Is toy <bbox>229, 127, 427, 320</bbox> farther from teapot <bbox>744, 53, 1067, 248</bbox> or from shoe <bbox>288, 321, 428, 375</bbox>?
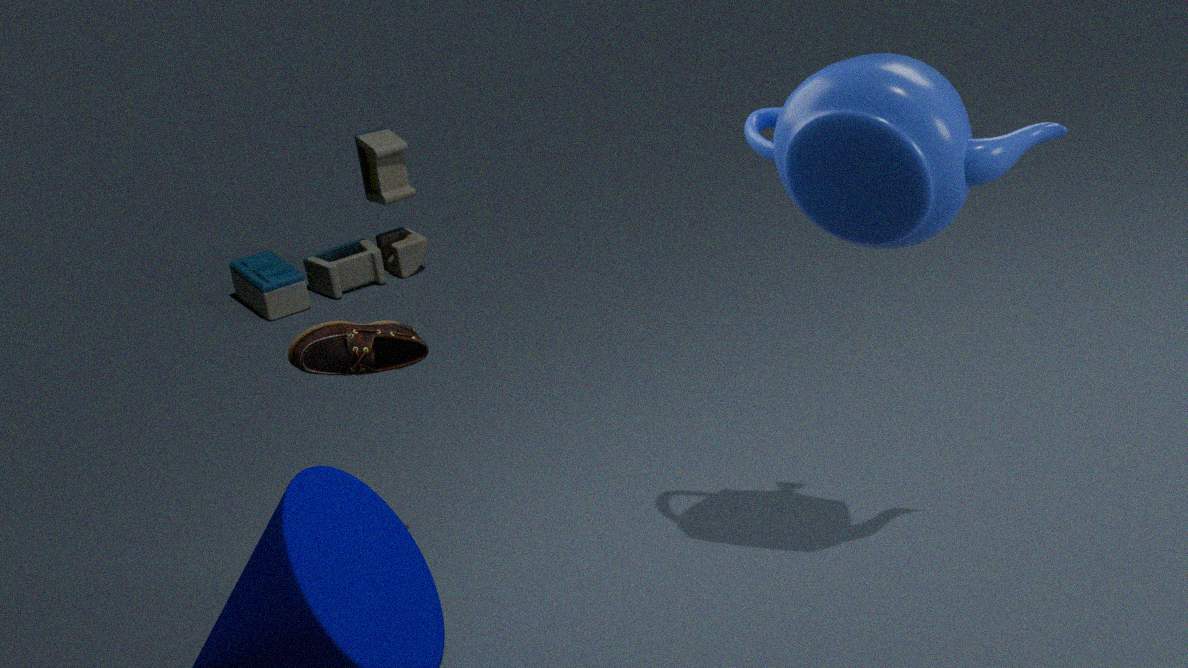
teapot <bbox>744, 53, 1067, 248</bbox>
